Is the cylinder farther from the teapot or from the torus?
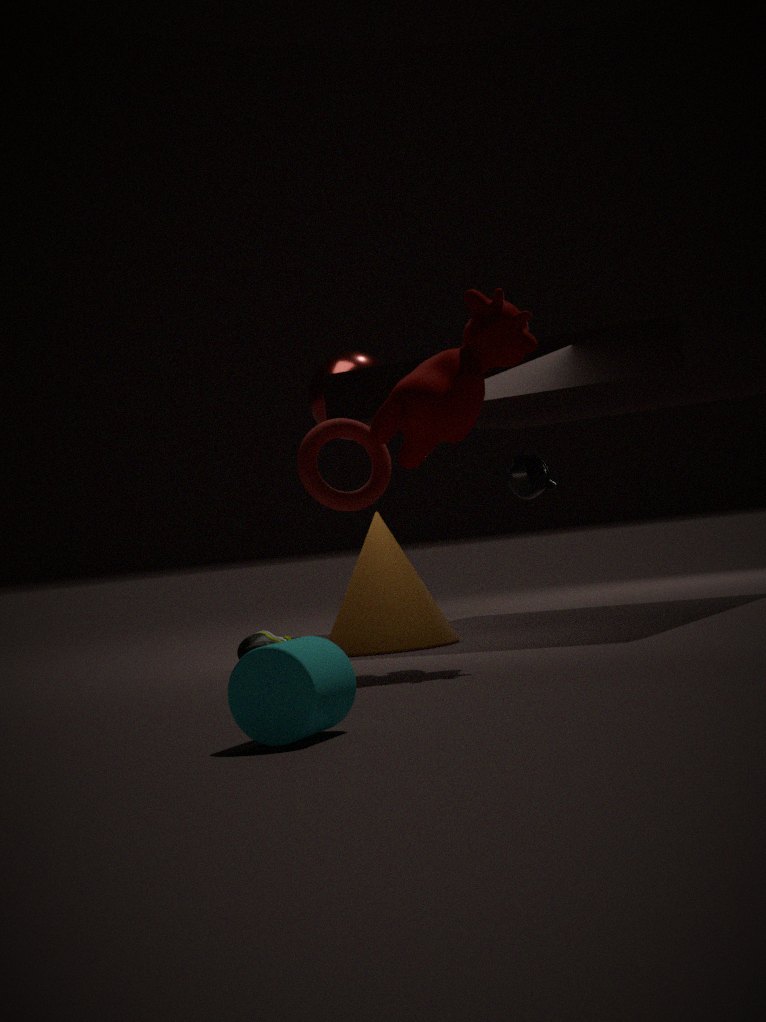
the teapot
